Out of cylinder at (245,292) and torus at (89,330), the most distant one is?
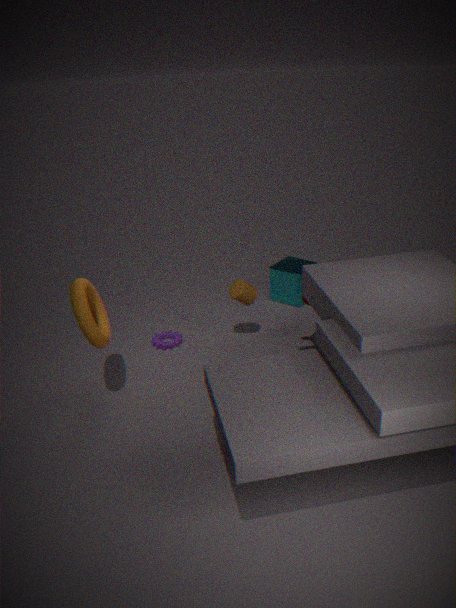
cylinder at (245,292)
